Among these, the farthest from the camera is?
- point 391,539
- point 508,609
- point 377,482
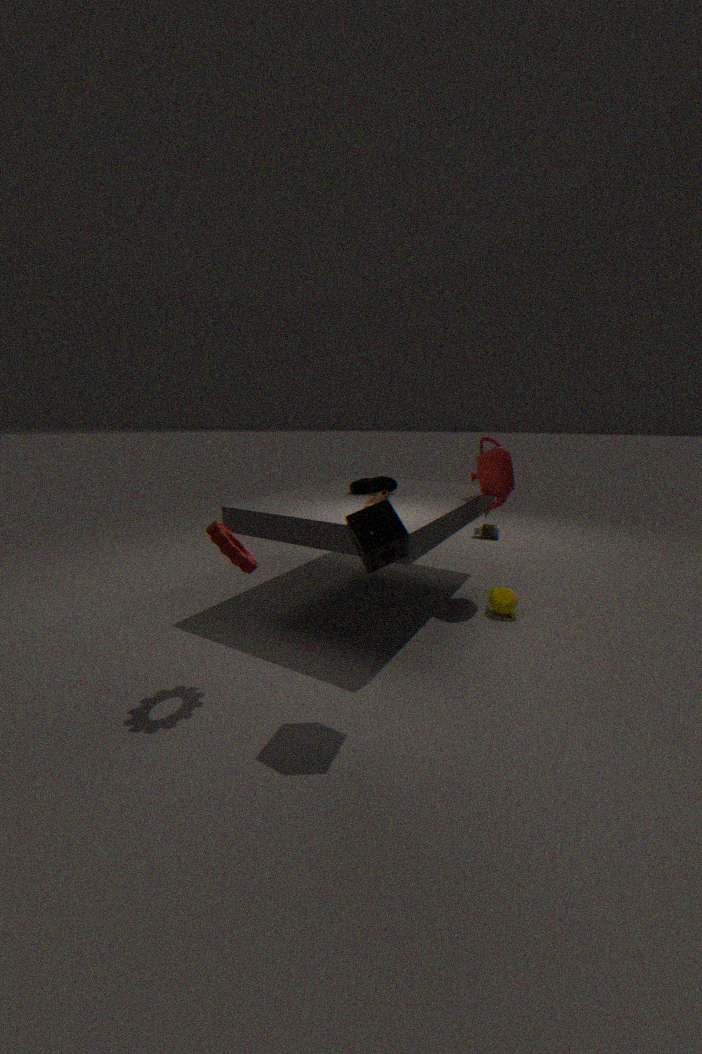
point 377,482
